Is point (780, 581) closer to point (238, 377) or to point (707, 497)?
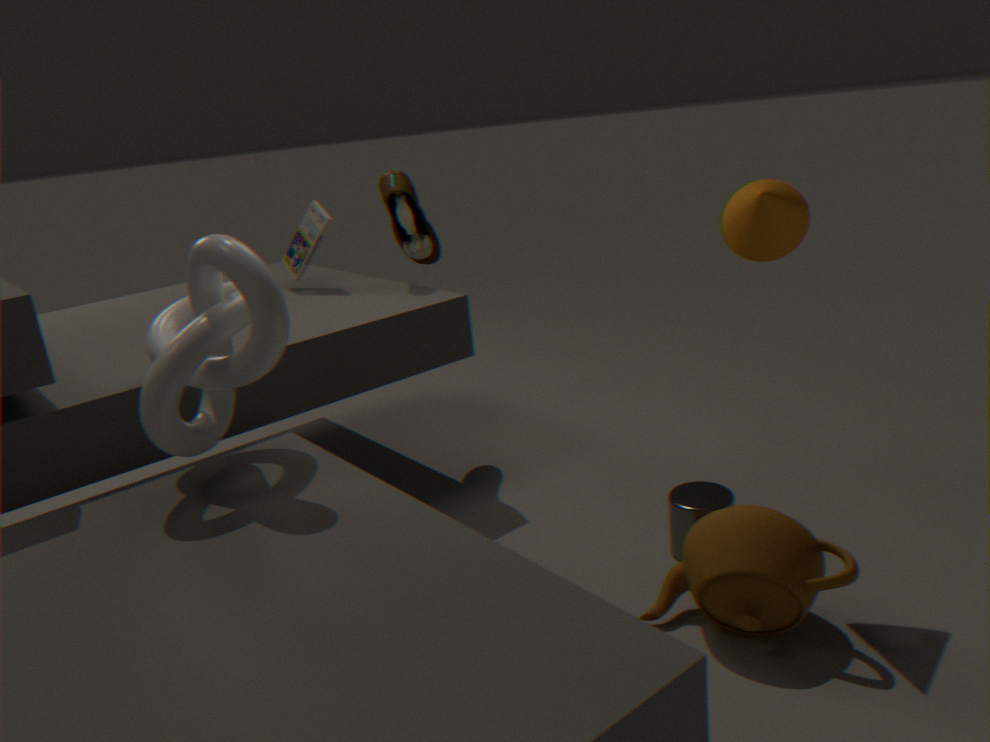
point (707, 497)
